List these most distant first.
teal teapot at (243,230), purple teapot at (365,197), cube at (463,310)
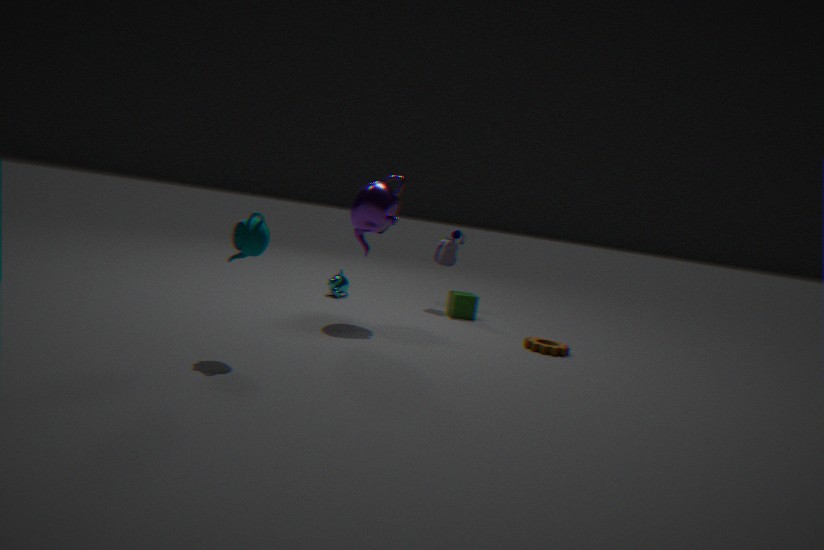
cube at (463,310) → purple teapot at (365,197) → teal teapot at (243,230)
